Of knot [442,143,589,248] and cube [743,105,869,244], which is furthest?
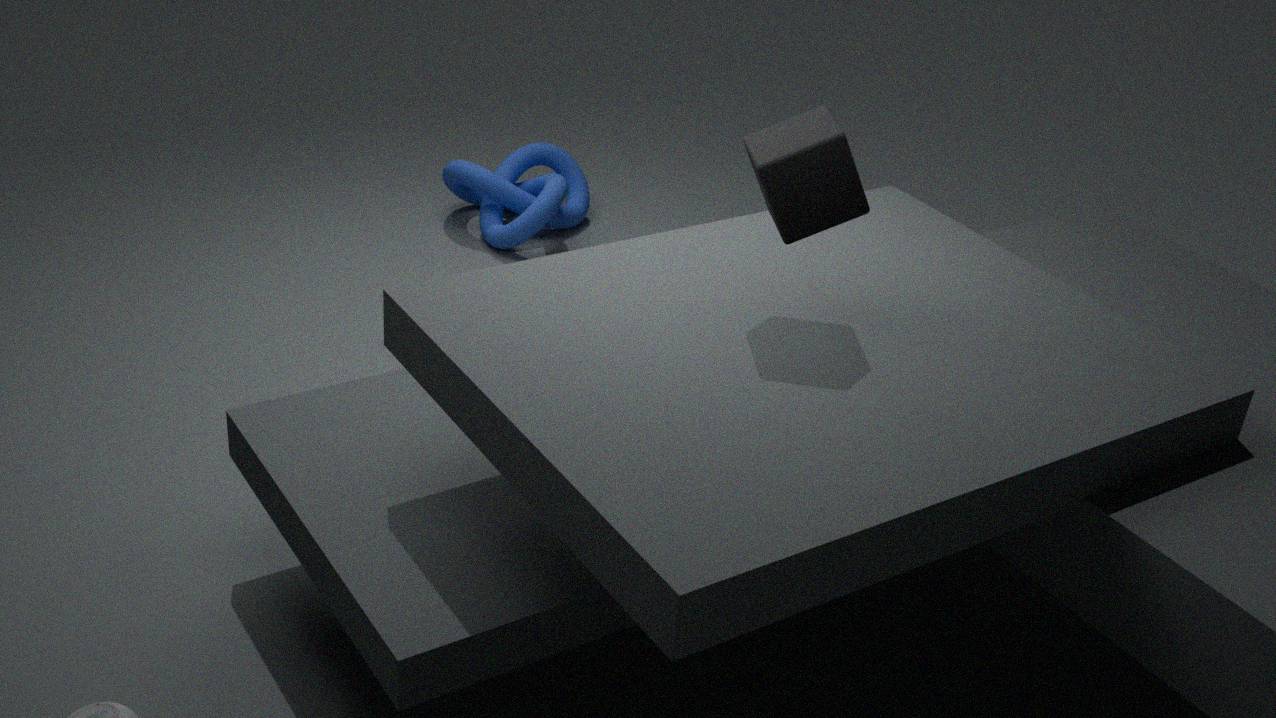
knot [442,143,589,248]
